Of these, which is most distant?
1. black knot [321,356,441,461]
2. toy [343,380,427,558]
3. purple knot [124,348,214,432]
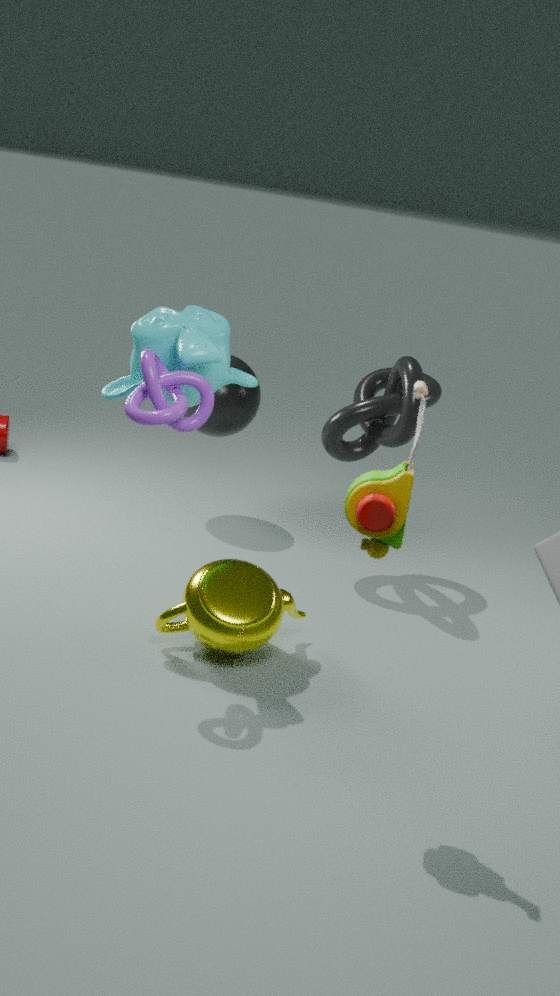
black knot [321,356,441,461]
